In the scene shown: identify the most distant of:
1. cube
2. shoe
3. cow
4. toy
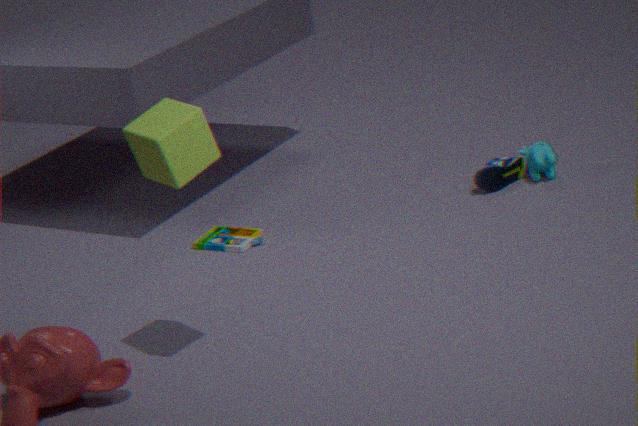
shoe
